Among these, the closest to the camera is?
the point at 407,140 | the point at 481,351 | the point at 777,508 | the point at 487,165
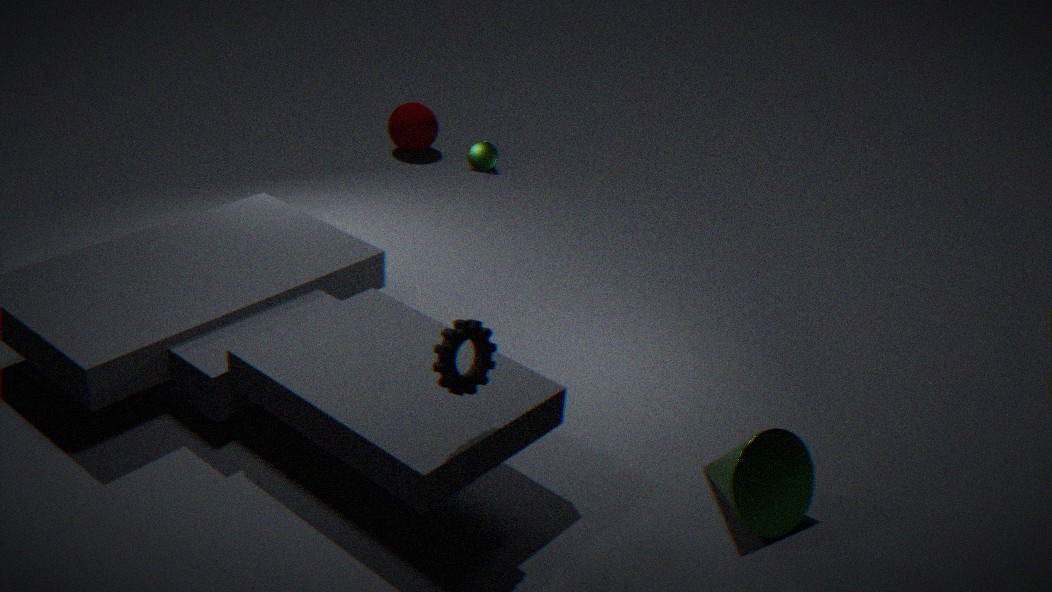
the point at 481,351
